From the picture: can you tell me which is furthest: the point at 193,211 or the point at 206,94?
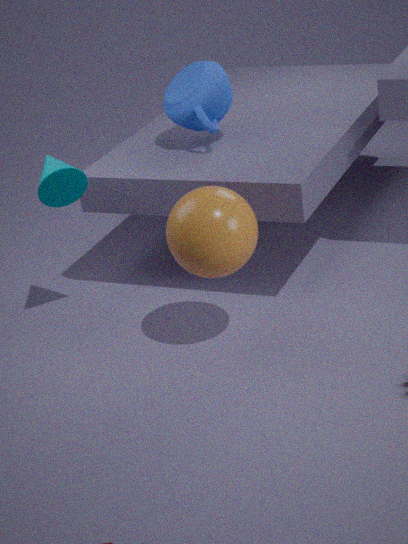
the point at 206,94
